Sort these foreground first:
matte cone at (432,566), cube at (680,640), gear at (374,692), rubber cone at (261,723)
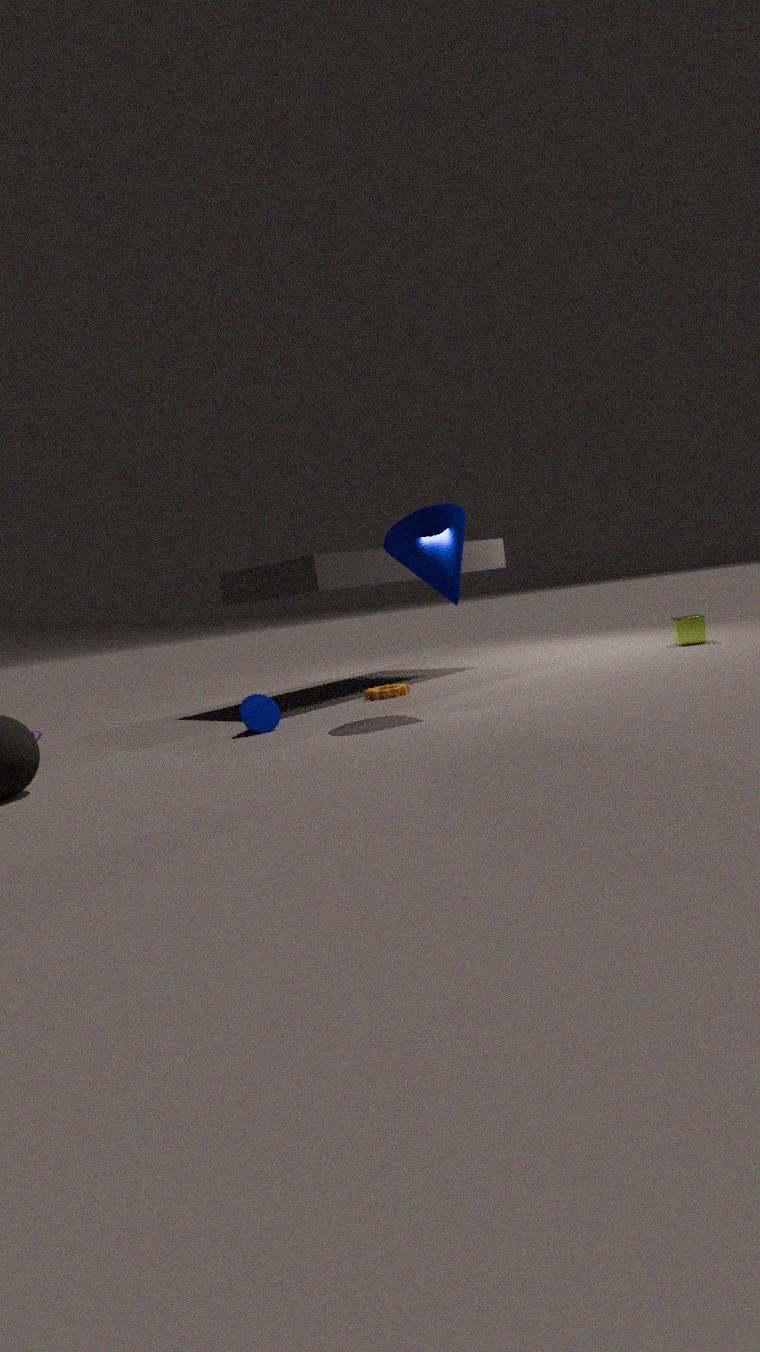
1. matte cone at (432,566)
2. rubber cone at (261,723)
3. gear at (374,692)
4. cube at (680,640)
